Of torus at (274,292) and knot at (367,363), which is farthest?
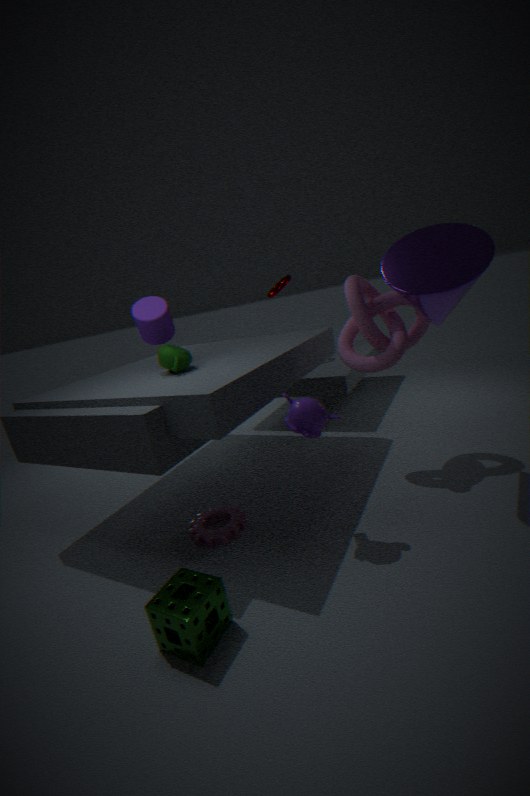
torus at (274,292)
